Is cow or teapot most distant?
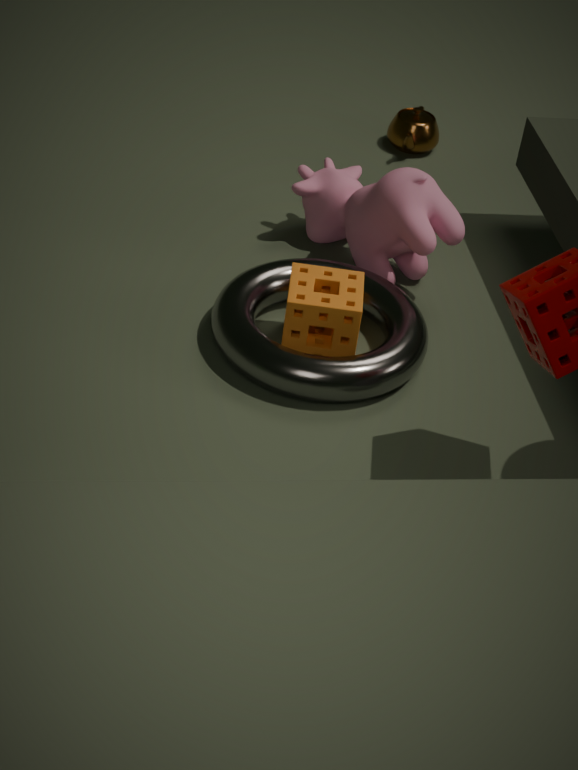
teapot
